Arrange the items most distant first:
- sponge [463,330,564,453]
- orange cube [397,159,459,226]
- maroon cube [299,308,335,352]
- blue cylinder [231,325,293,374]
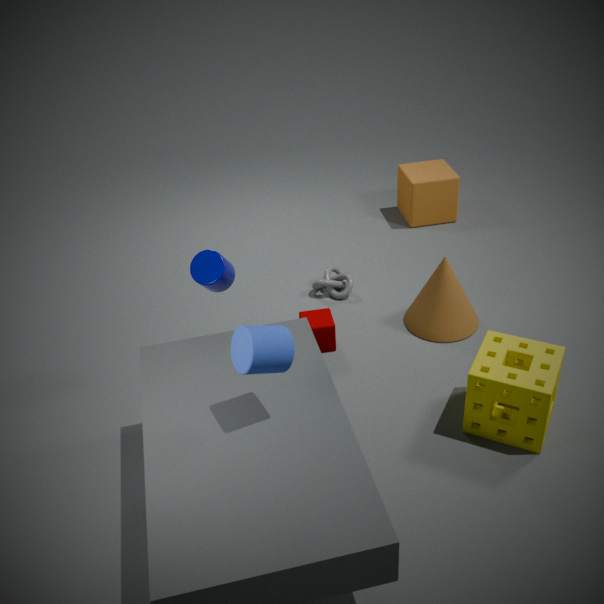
orange cube [397,159,459,226] < maroon cube [299,308,335,352] < sponge [463,330,564,453] < blue cylinder [231,325,293,374]
